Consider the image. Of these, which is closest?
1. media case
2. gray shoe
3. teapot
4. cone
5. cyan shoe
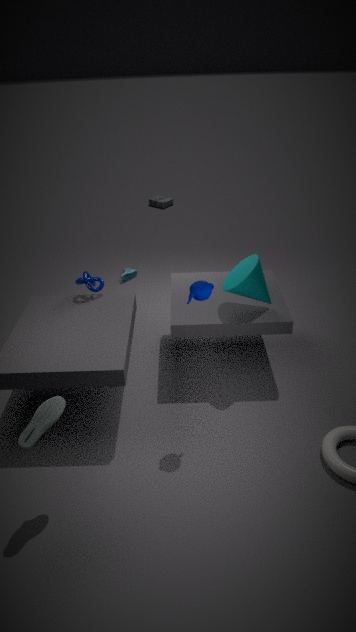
gray shoe
